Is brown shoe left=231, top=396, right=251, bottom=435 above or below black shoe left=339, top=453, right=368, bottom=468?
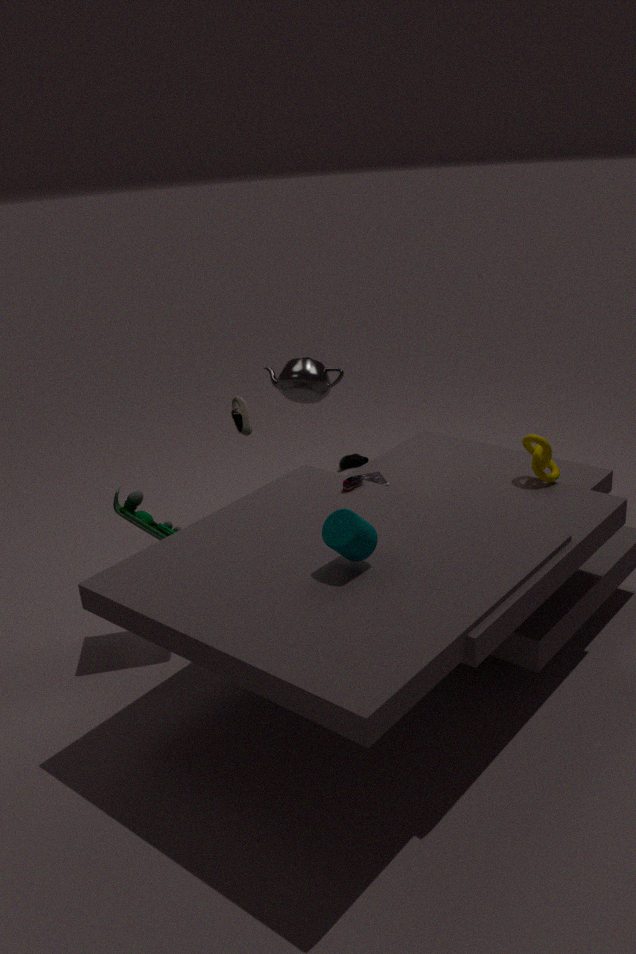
above
